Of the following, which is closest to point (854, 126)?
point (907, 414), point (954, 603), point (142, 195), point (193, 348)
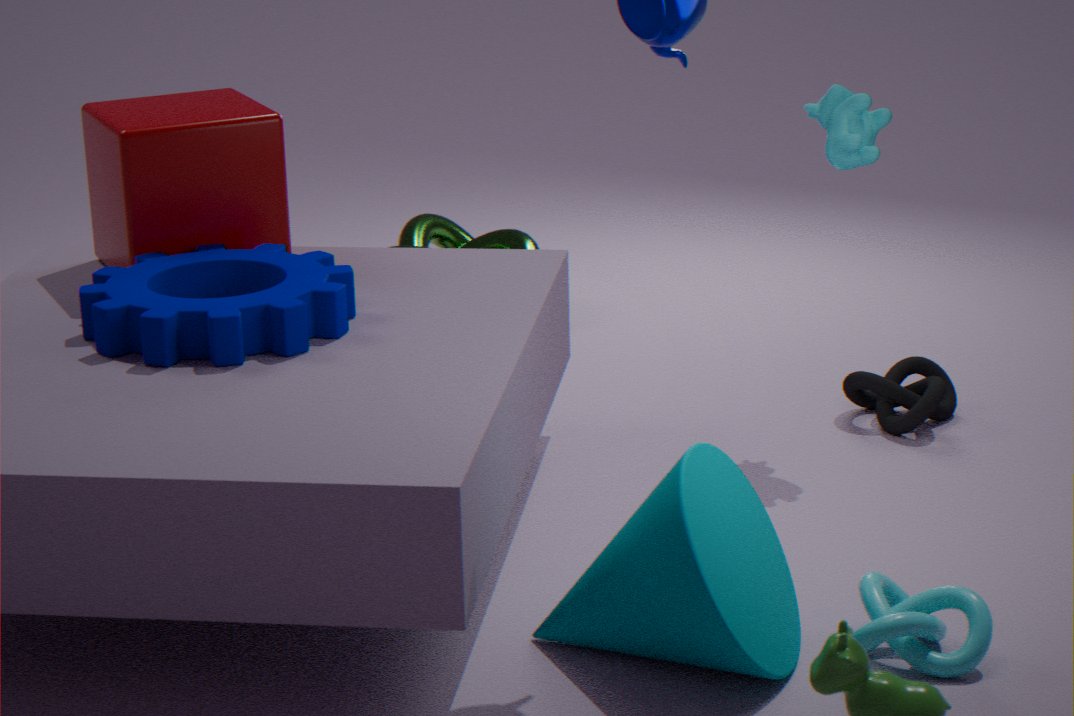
point (907, 414)
